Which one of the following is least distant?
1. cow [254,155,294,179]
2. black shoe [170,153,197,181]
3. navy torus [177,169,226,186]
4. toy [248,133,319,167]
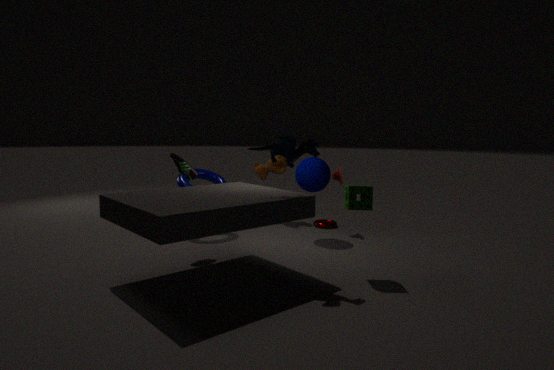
toy [248,133,319,167]
